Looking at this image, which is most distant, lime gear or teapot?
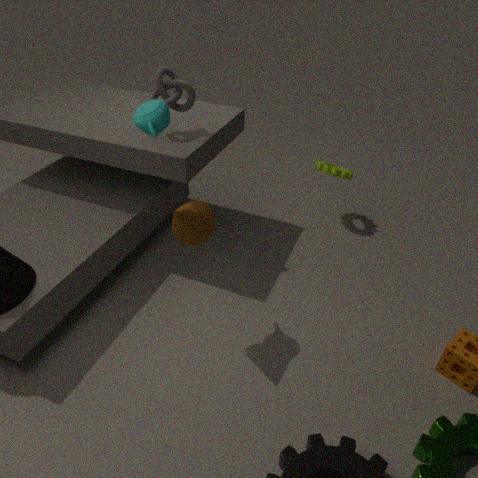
lime gear
